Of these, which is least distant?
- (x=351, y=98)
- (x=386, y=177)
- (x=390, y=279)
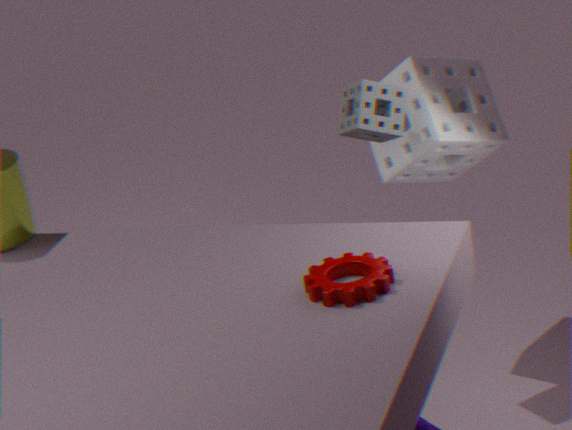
(x=390, y=279)
